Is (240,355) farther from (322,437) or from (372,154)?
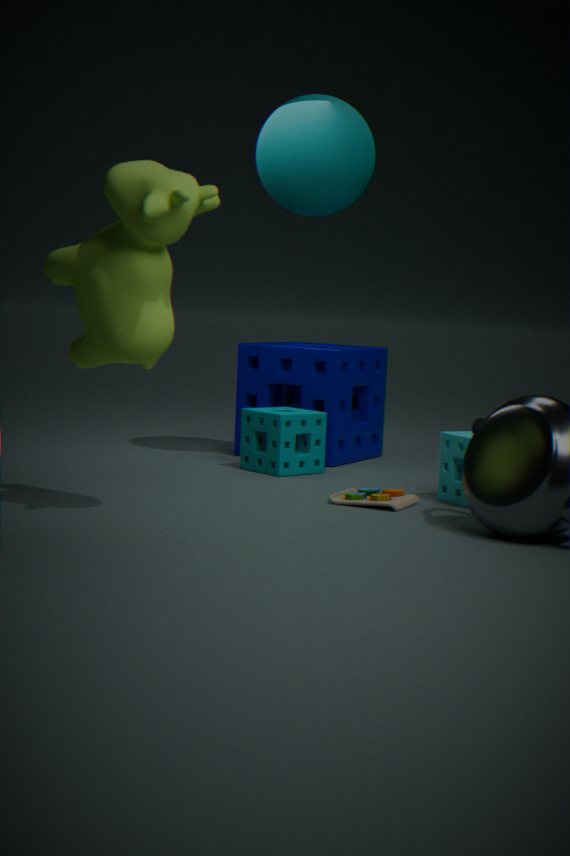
(372,154)
